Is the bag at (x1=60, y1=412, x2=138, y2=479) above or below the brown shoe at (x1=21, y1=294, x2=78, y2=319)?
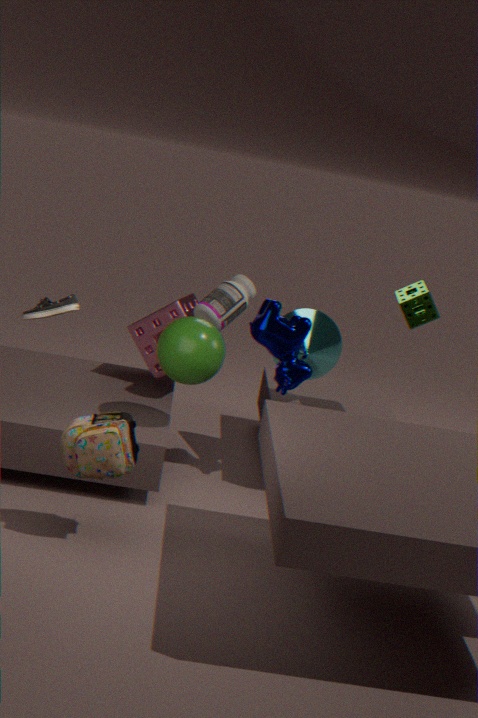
below
